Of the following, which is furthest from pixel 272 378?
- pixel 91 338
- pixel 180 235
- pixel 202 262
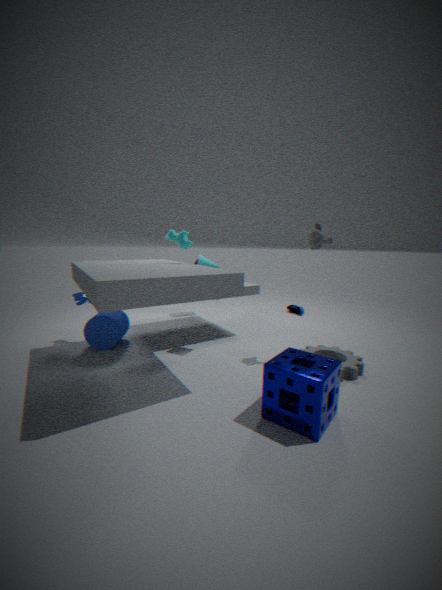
pixel 91 338
